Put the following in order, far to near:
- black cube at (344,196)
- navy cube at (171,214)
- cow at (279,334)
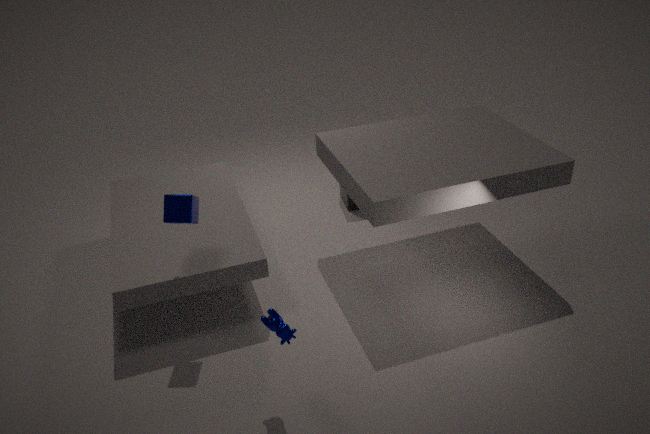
1. black cube at (344,196)
2. navy cube at (171,214)
3. cow at (279,334)
